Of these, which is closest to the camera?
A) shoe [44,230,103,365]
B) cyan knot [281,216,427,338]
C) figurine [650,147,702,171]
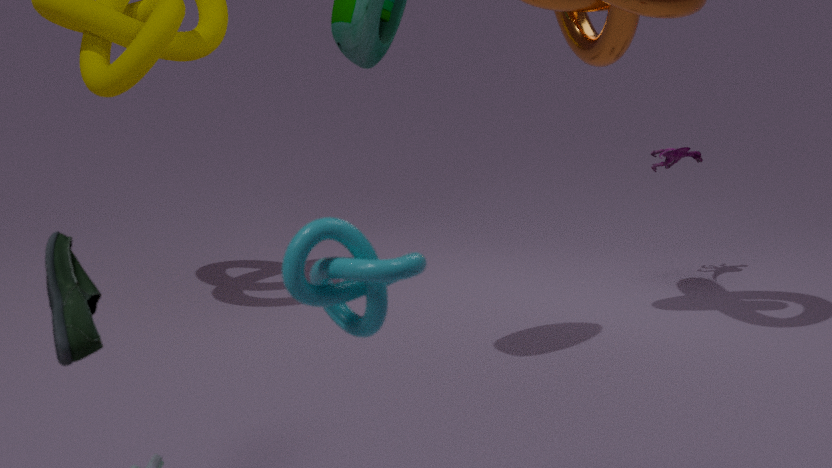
cyan knot [281,216,427,338]
